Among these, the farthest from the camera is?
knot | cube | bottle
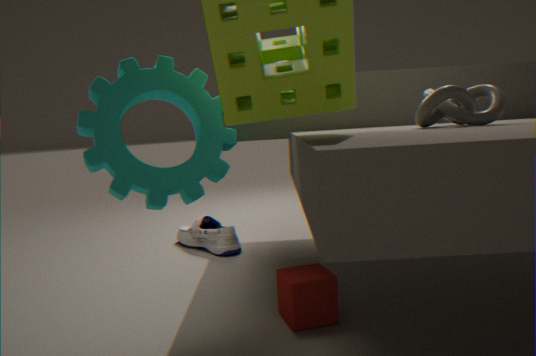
bottle
